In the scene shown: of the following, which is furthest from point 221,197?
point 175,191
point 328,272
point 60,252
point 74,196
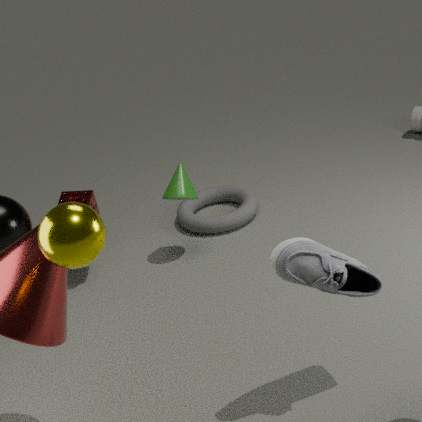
point 60,252
